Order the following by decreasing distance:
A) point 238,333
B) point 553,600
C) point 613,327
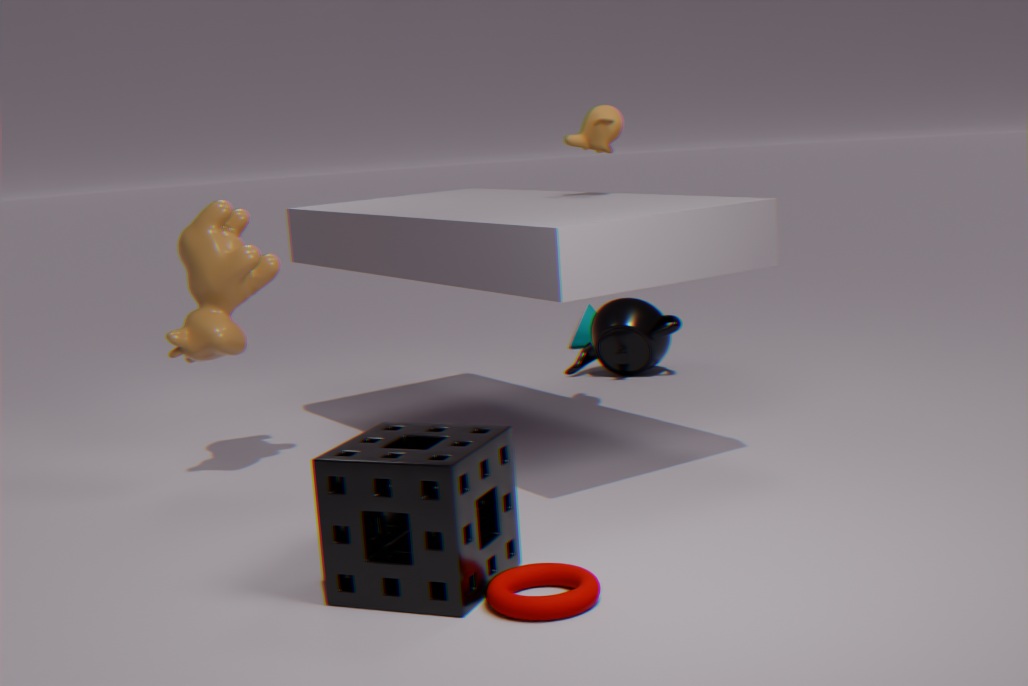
1. point 613,327
2. point 238,333
3. point 553,600
